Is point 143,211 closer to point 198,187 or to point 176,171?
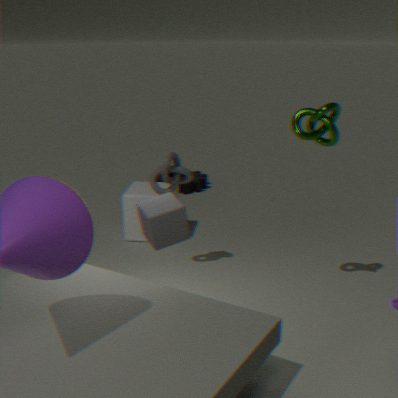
point 176,171
